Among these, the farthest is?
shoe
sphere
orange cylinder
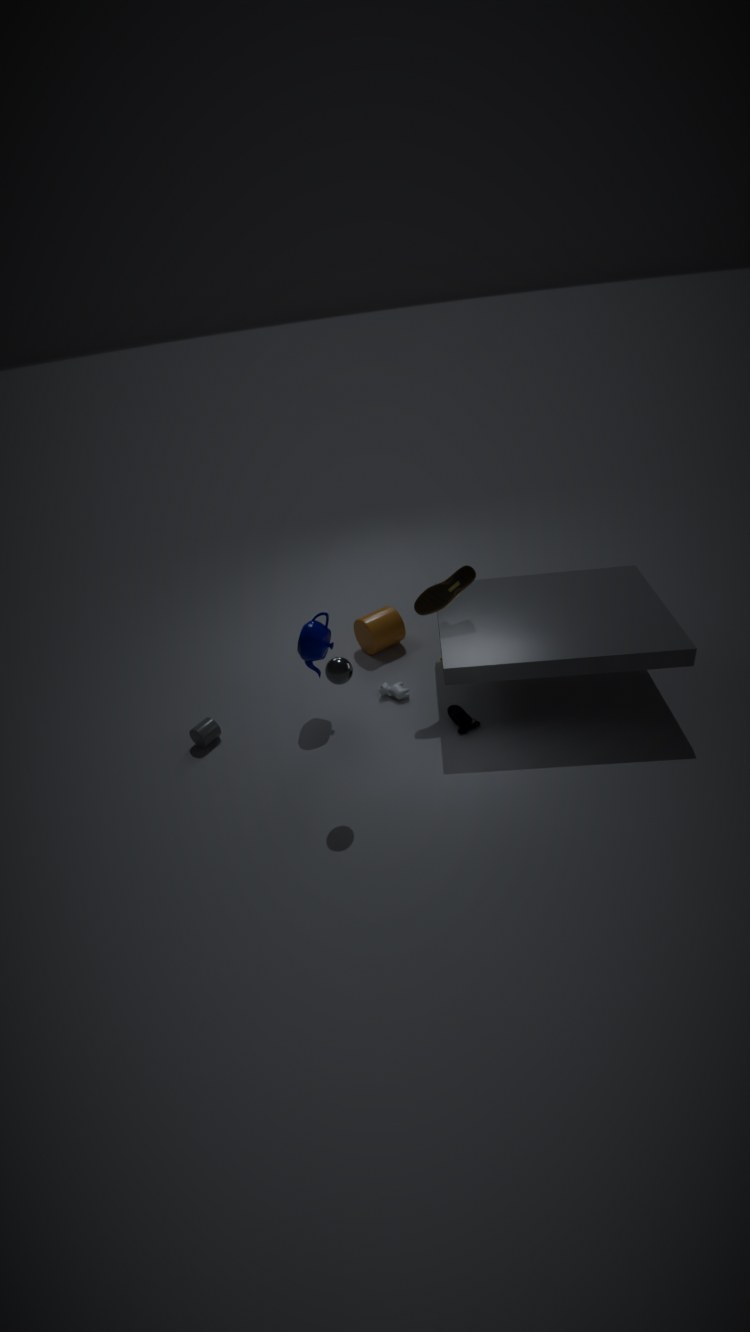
orange cylinder
